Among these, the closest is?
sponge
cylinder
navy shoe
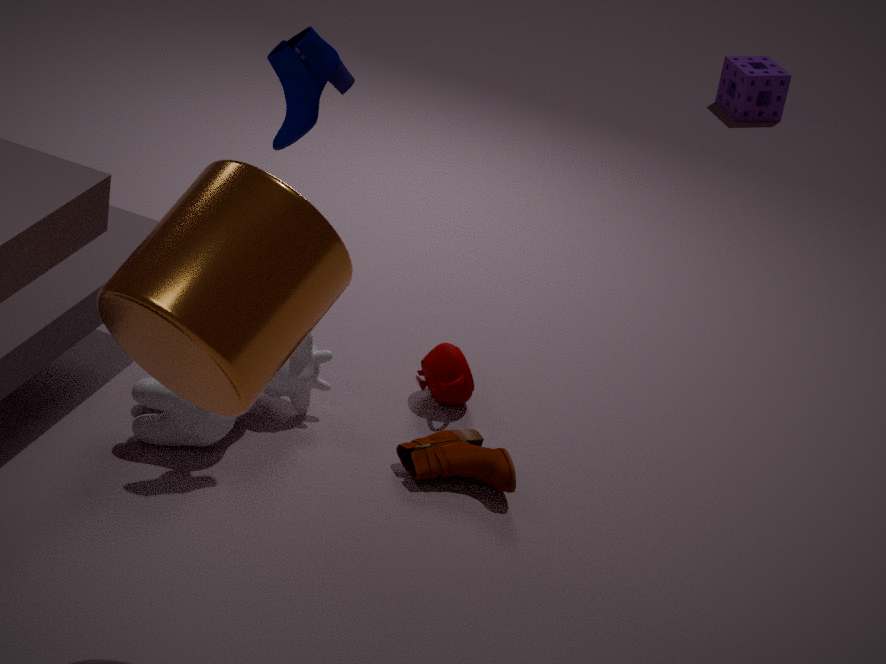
cylinder
